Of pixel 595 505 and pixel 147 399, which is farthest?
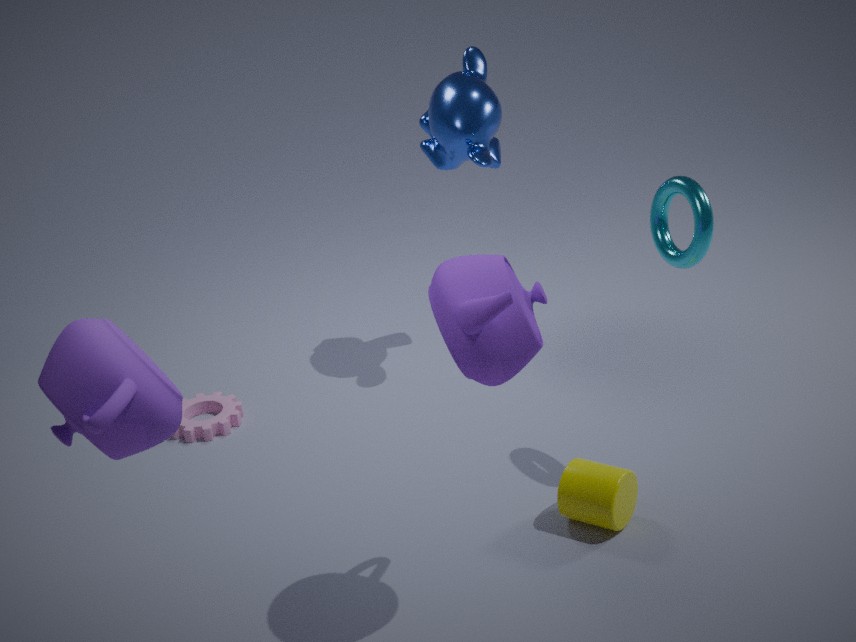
pixel 595 505
